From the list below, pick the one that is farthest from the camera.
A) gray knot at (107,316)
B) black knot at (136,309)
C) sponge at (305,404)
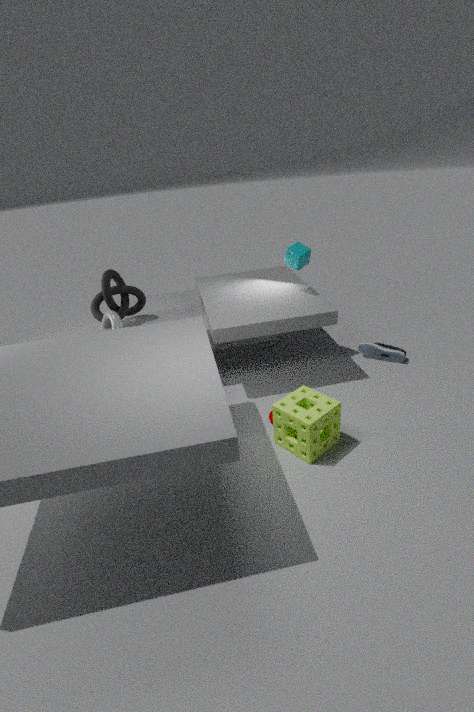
black knot at (136,309)
